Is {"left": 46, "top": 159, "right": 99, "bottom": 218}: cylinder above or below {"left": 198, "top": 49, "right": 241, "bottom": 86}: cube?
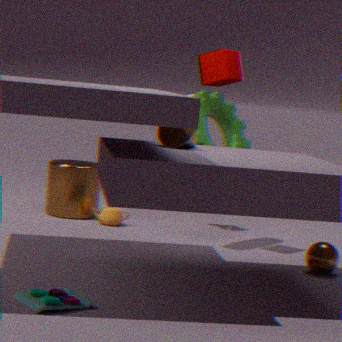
below
